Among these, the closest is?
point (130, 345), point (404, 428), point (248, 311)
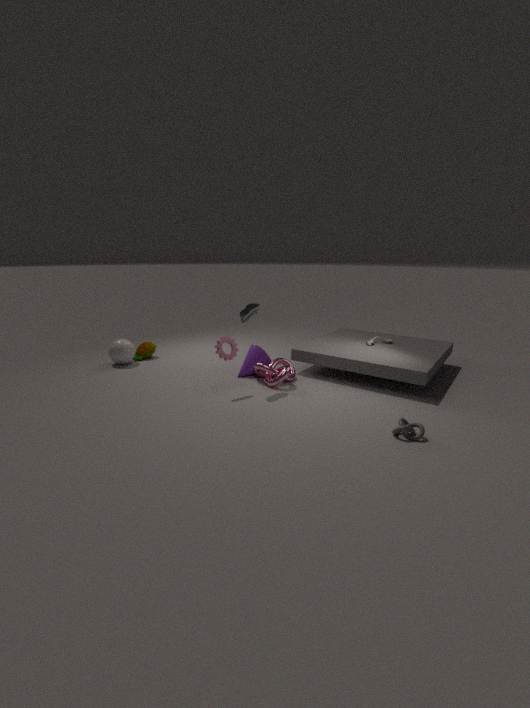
point (404, 428)
